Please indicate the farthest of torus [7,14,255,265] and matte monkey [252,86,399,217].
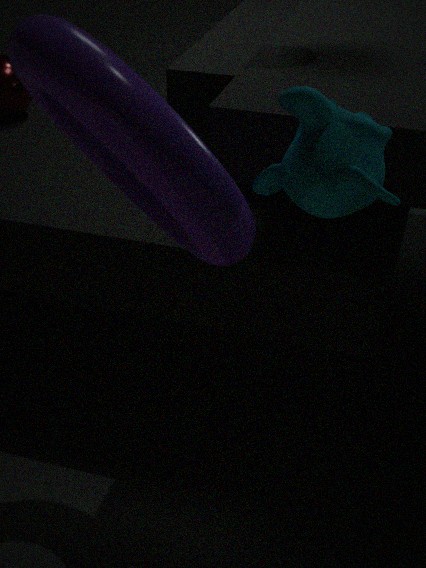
torus [7,14,255,265]
